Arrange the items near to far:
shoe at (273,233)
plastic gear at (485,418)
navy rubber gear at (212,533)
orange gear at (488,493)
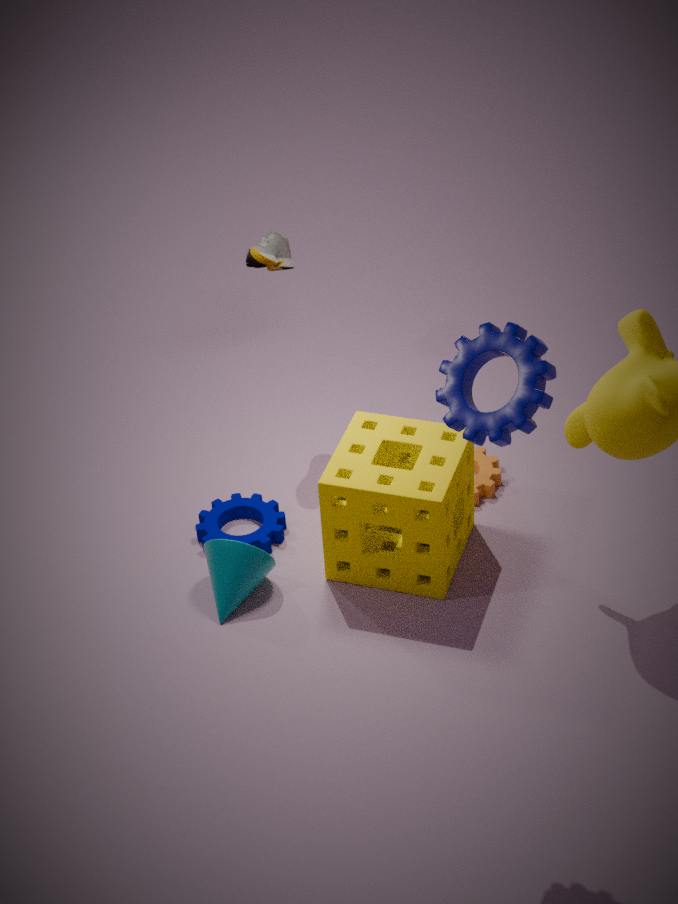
1. plastic gear at (485,418)
2. navy rubber gear at (212,533)
3. shoe at (273,233)
4. orange gear at (488,493)
